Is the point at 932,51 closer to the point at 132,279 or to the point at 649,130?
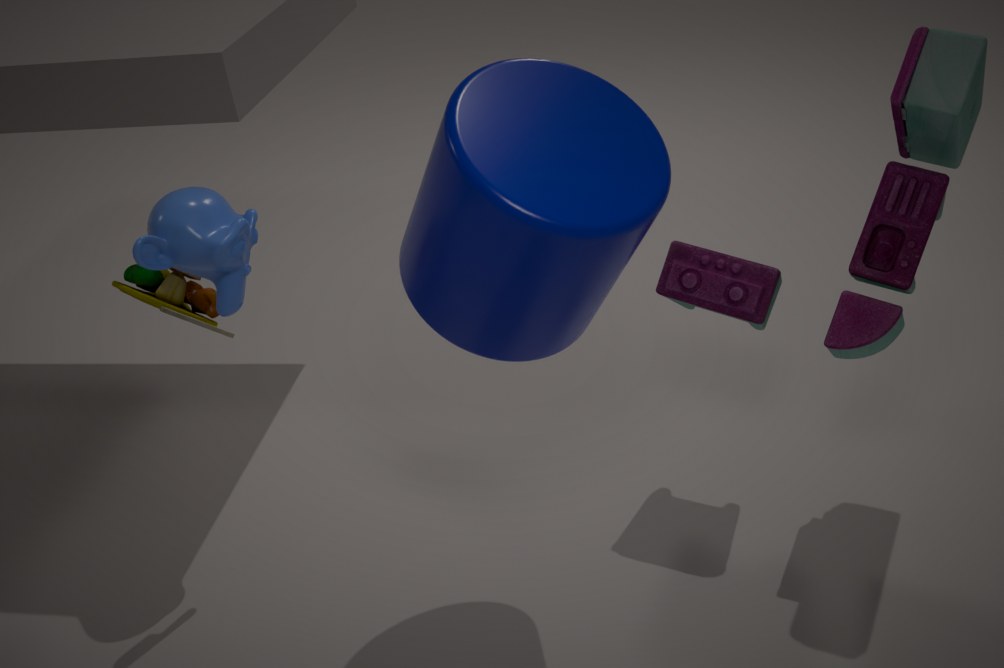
the point at 649,130
